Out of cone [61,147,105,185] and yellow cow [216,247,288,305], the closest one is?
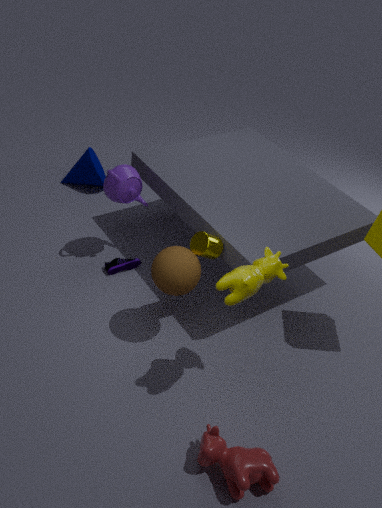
yellow cow [216,247,288,305]
